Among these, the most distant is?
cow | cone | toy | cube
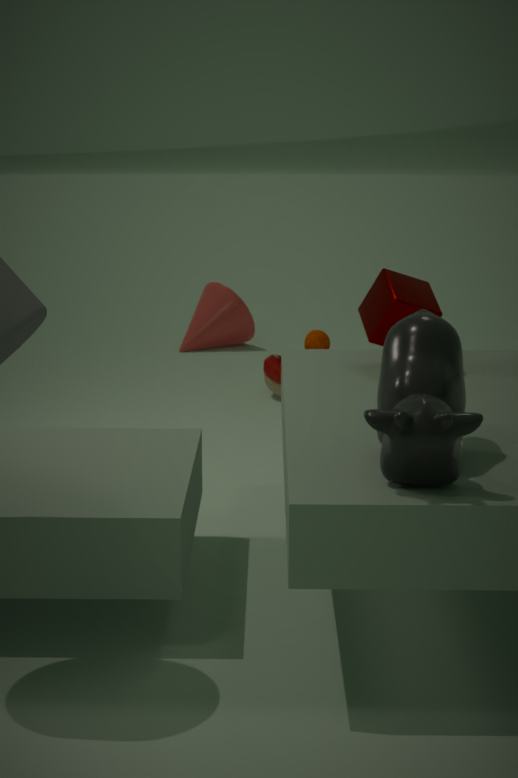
cone
